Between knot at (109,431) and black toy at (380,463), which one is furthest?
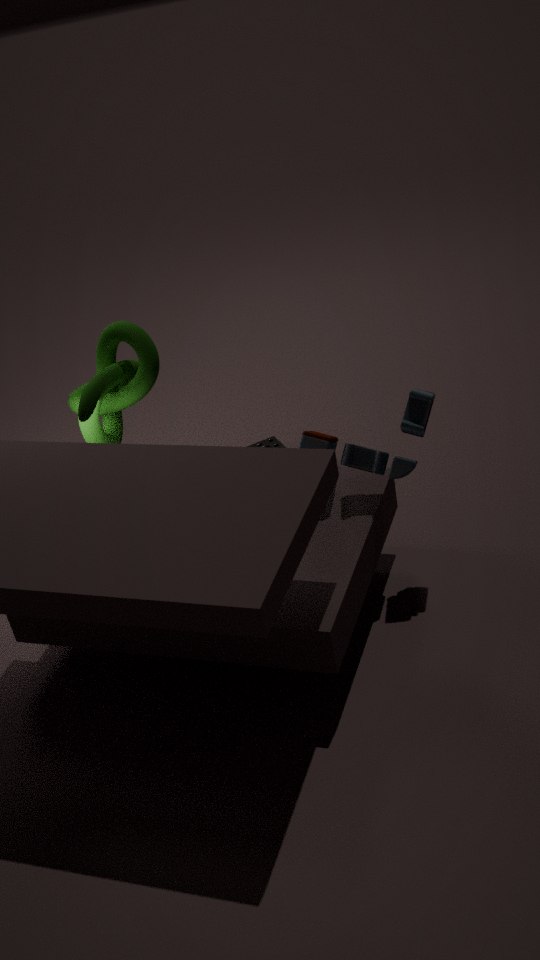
knot at (109,431)
